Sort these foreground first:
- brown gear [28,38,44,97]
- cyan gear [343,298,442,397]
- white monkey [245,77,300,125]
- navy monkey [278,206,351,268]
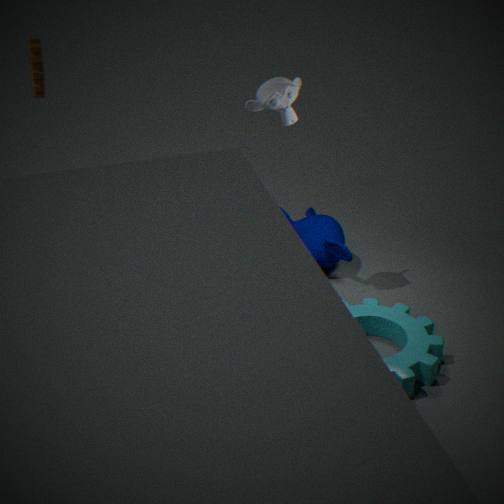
cyan gear [343,298,442,397], white monkey [245,77,300,125], brown gear [28,38,44,97], navy monkey [278,206,351,268]
